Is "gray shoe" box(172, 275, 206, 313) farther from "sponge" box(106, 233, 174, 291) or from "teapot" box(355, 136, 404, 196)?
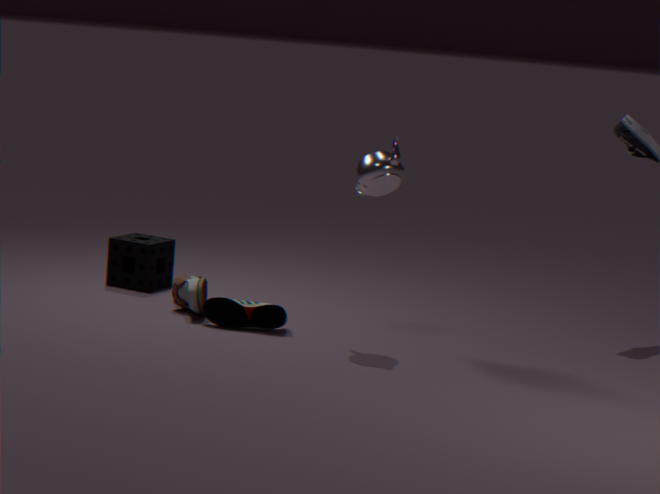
"teapot" box(355, 136, 404, 196)
